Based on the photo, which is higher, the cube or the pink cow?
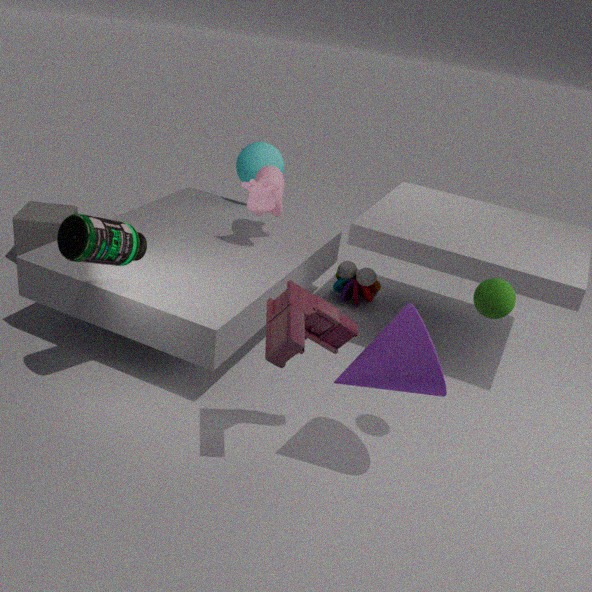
the pink cow
